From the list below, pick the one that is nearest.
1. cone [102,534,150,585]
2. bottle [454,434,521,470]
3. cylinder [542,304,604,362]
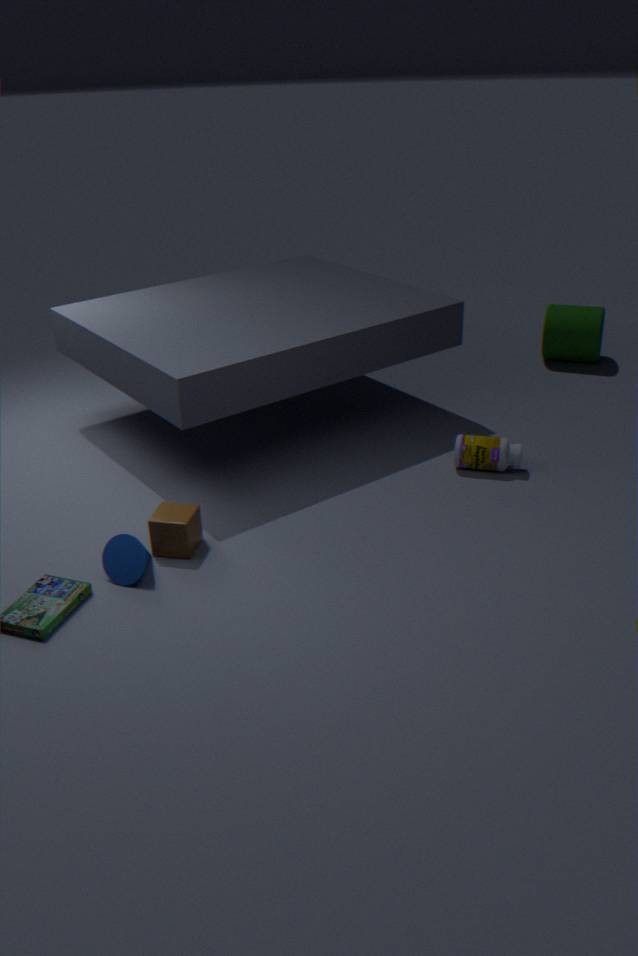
cone [102,534,150,585]
